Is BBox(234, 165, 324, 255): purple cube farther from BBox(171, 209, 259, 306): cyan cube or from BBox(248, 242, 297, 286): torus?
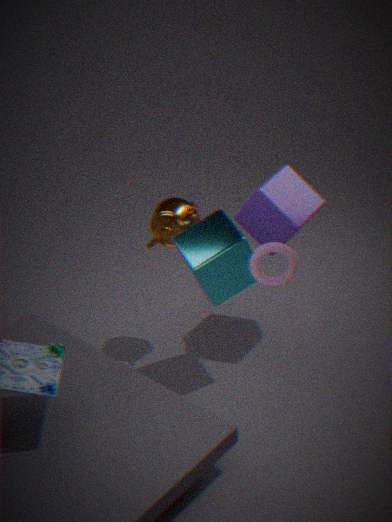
BBox(248, 242, 297, 286): torus
